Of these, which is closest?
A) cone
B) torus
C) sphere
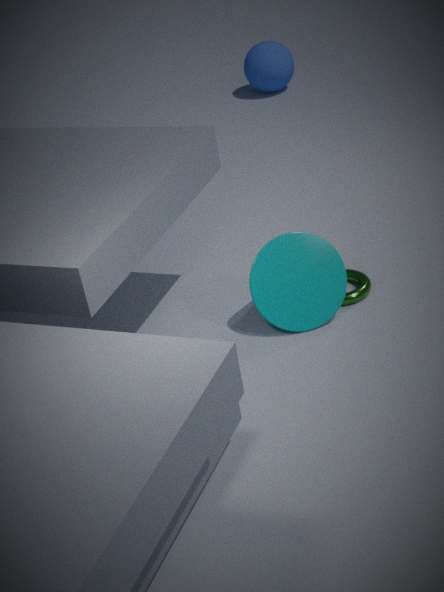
cone
